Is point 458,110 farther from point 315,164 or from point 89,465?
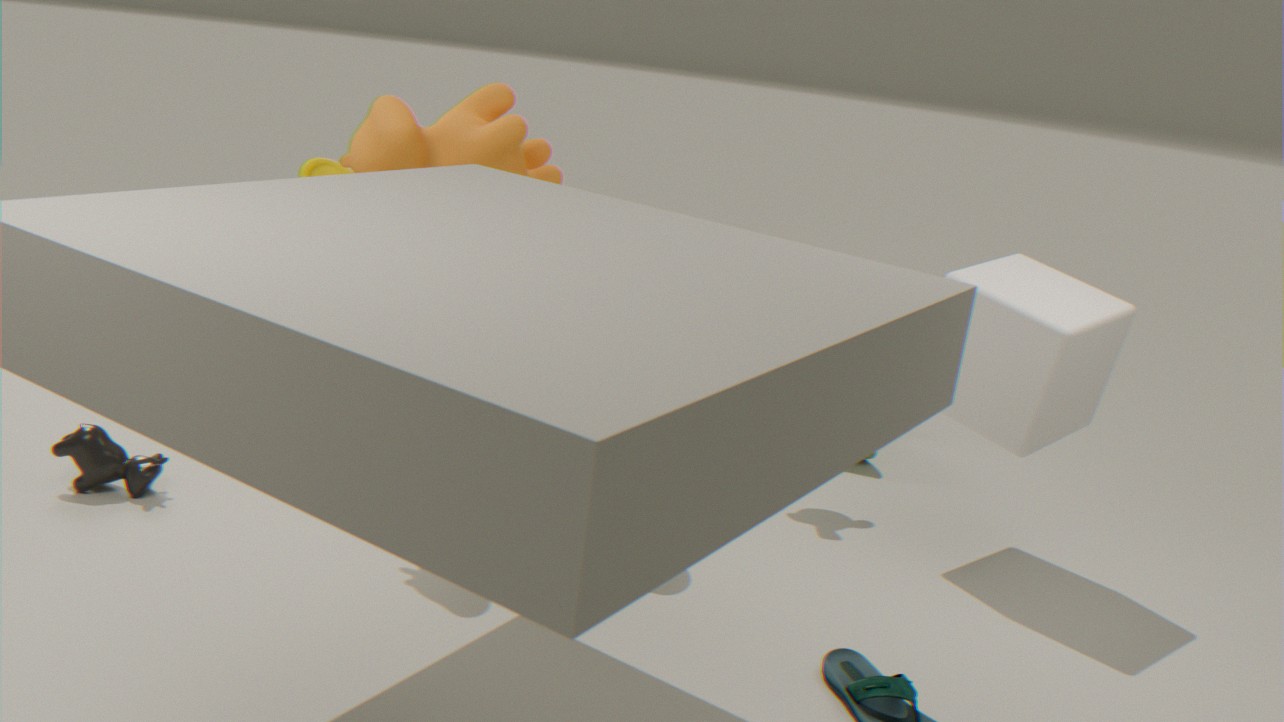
point 89,465
